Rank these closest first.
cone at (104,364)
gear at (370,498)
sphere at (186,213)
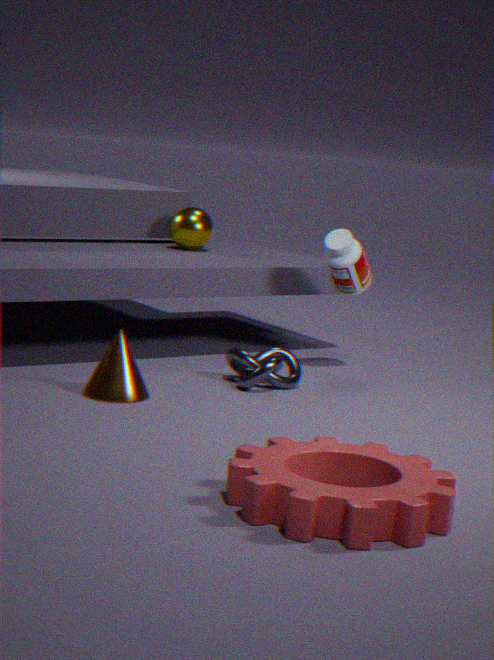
gear at (370,498) < cone at (104,364) < sphere at (186,213)
